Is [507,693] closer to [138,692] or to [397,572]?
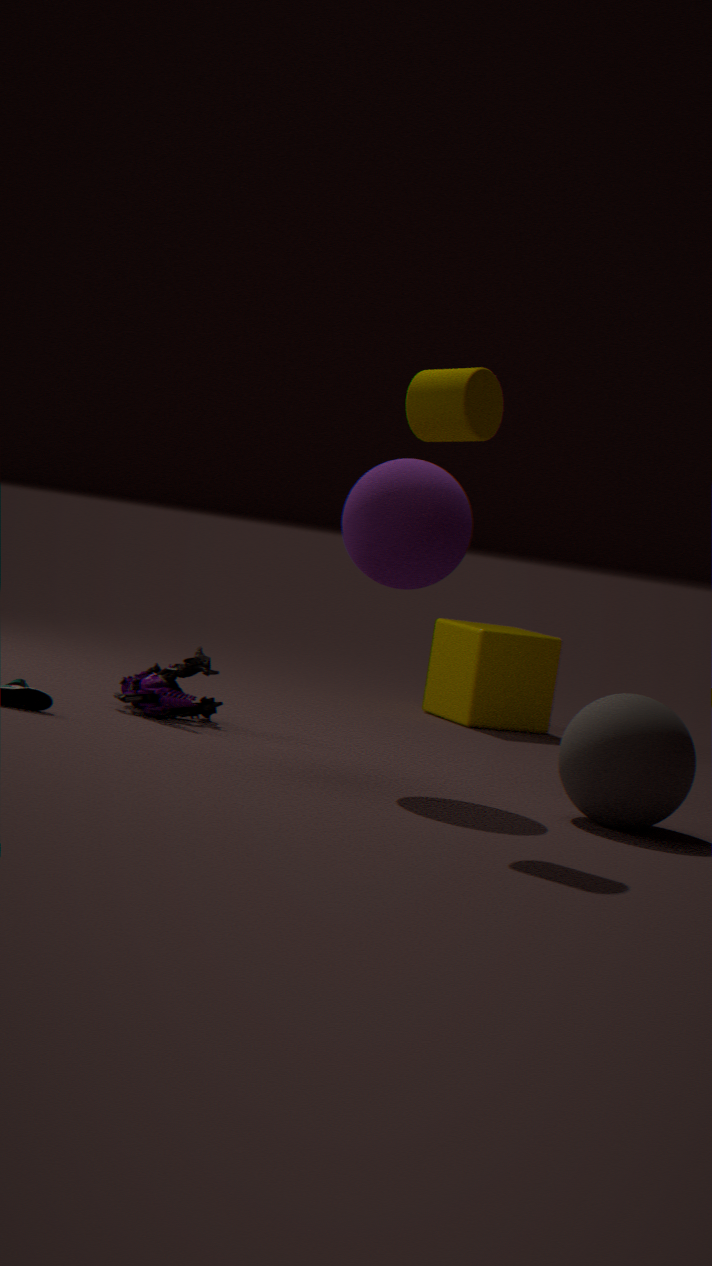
[138,692]
